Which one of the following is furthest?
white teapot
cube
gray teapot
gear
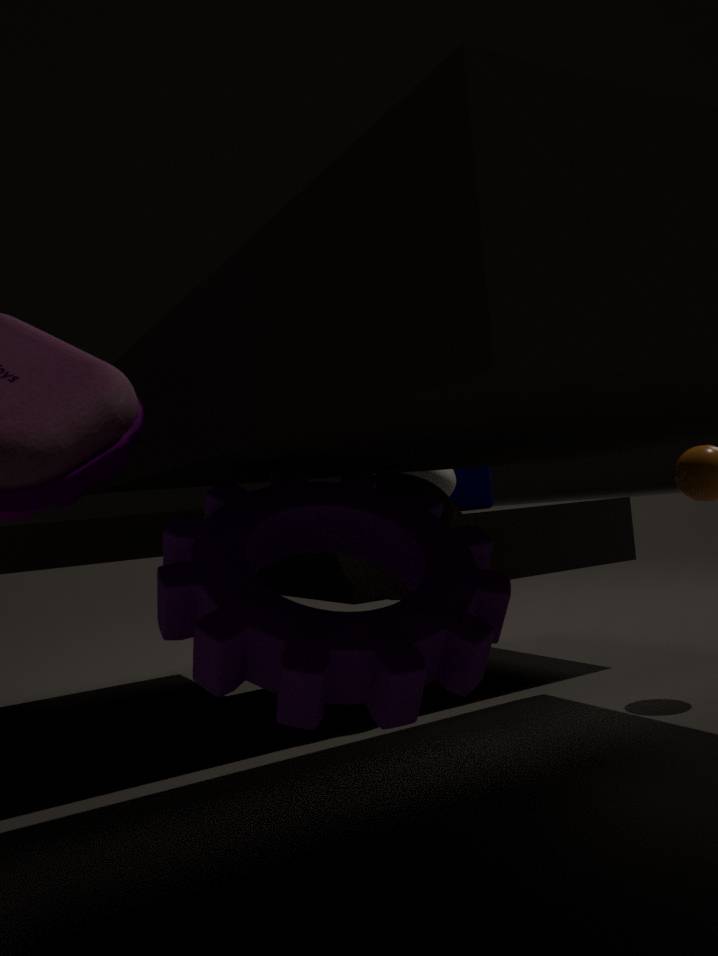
cube
